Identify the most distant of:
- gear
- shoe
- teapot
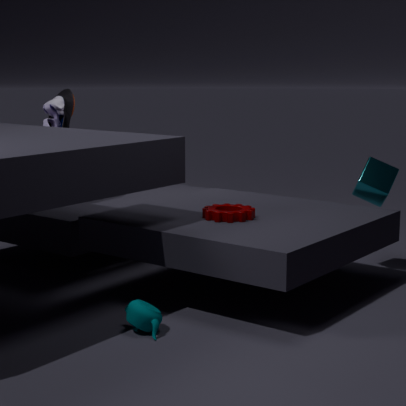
shoe
